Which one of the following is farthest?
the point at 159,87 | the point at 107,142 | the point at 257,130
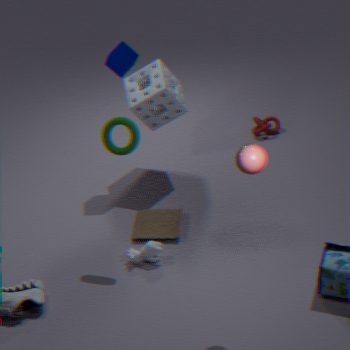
the point at 257,130
